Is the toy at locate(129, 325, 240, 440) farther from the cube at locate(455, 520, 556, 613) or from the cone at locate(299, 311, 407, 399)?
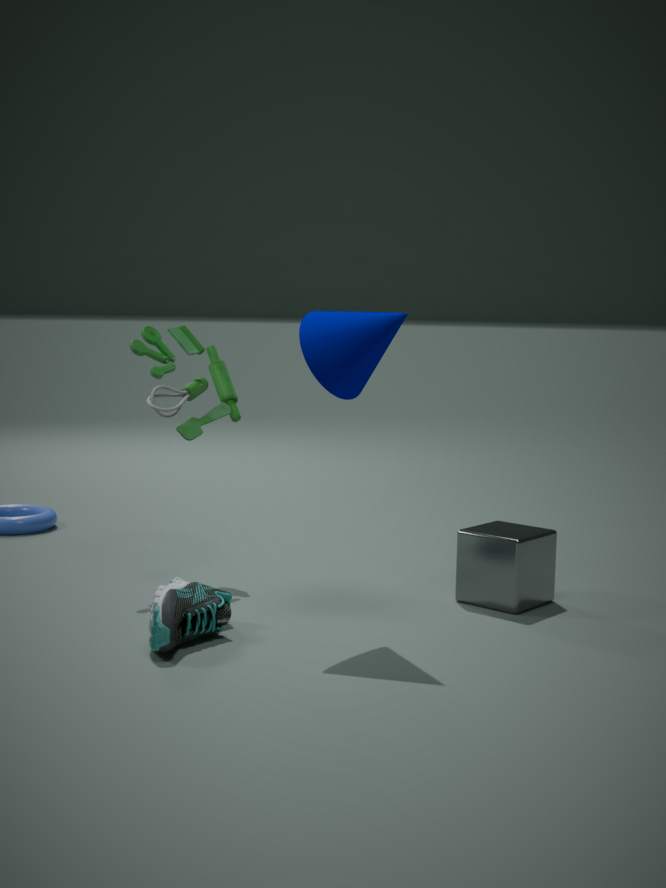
the cube at locate(455, 520, 556, 613)
